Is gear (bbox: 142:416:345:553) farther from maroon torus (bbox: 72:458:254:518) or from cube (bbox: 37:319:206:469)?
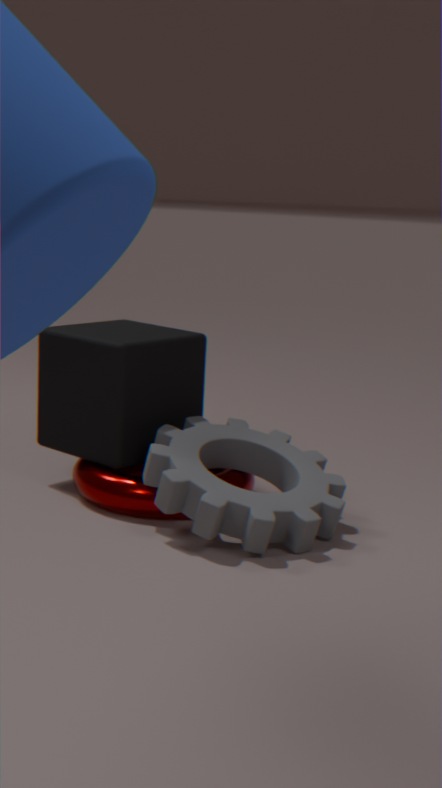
cube (bbox: 37:319:206:469)
